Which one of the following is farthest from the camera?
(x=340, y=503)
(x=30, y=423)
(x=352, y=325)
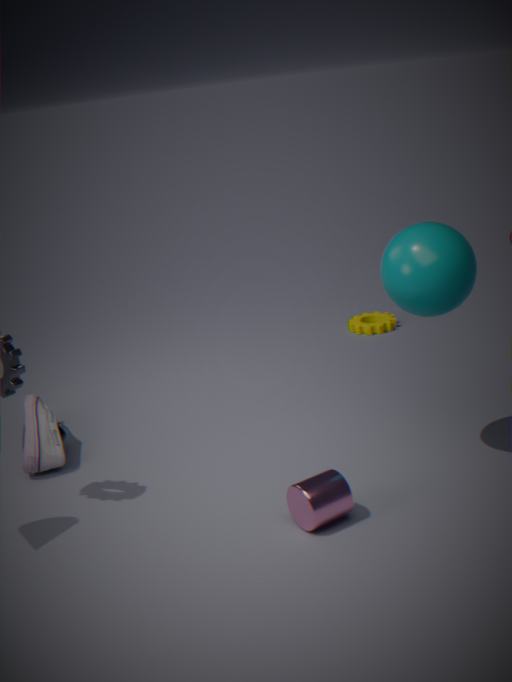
(x=352, y=325)
